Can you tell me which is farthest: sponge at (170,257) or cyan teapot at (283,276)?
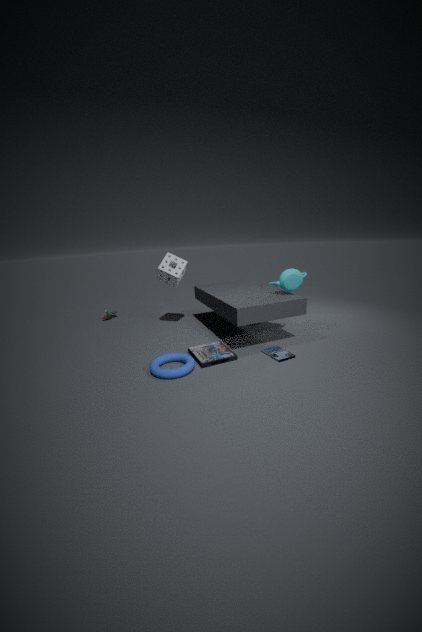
sponge at (170,257)
